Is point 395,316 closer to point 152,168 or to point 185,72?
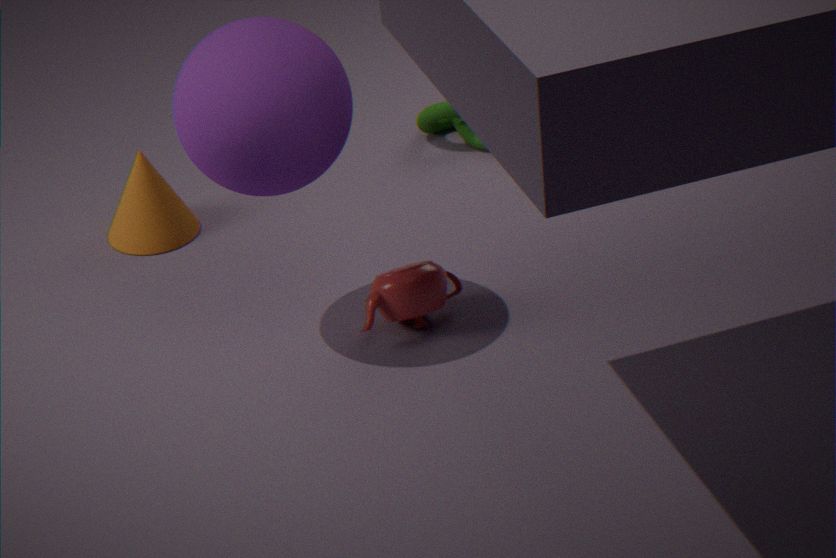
point 185,72
